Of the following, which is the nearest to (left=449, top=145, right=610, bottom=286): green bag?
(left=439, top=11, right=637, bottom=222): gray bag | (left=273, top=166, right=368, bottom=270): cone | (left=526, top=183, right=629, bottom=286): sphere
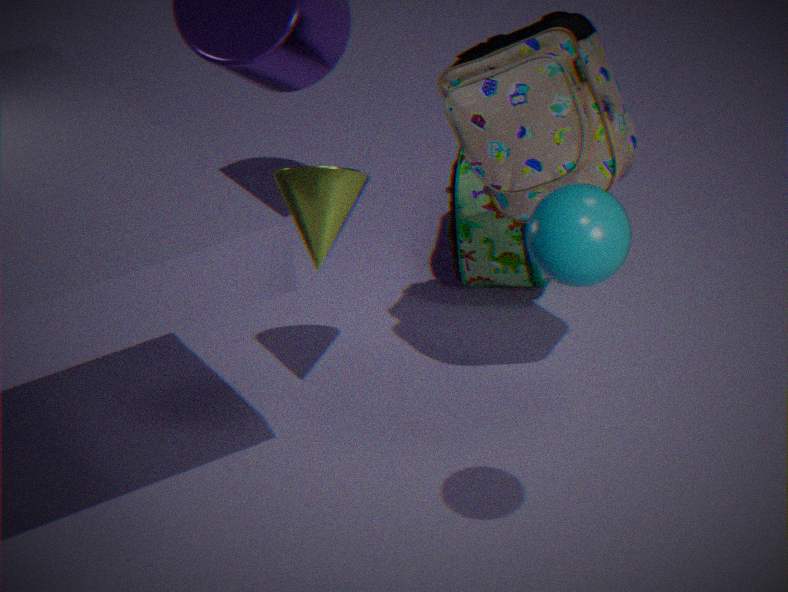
(left=439, top=11, right=637, bottom=222): gray bag
